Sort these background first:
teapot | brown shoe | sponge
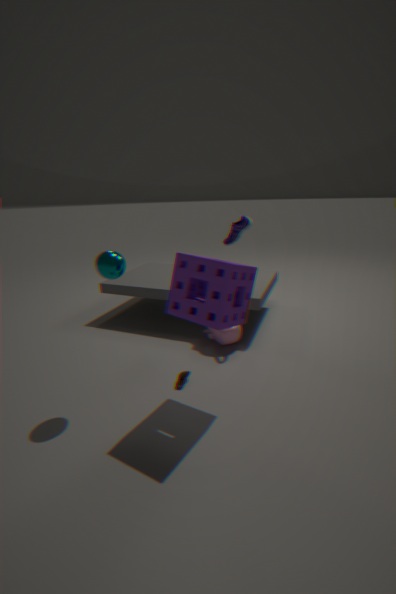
1. teapot
2. brown shoe
3. sponge
